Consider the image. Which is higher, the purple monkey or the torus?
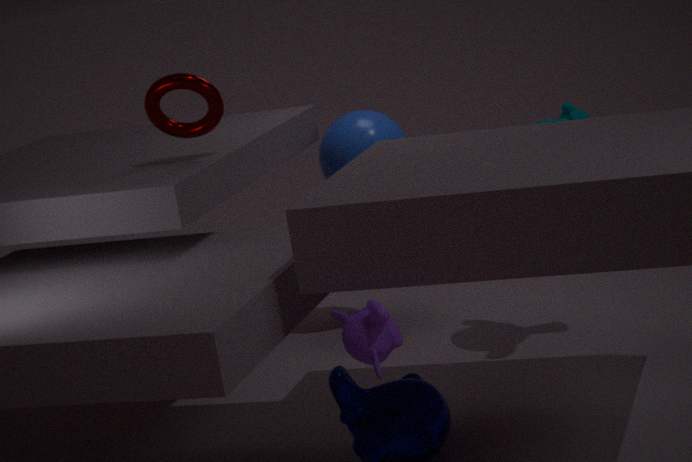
the torus
